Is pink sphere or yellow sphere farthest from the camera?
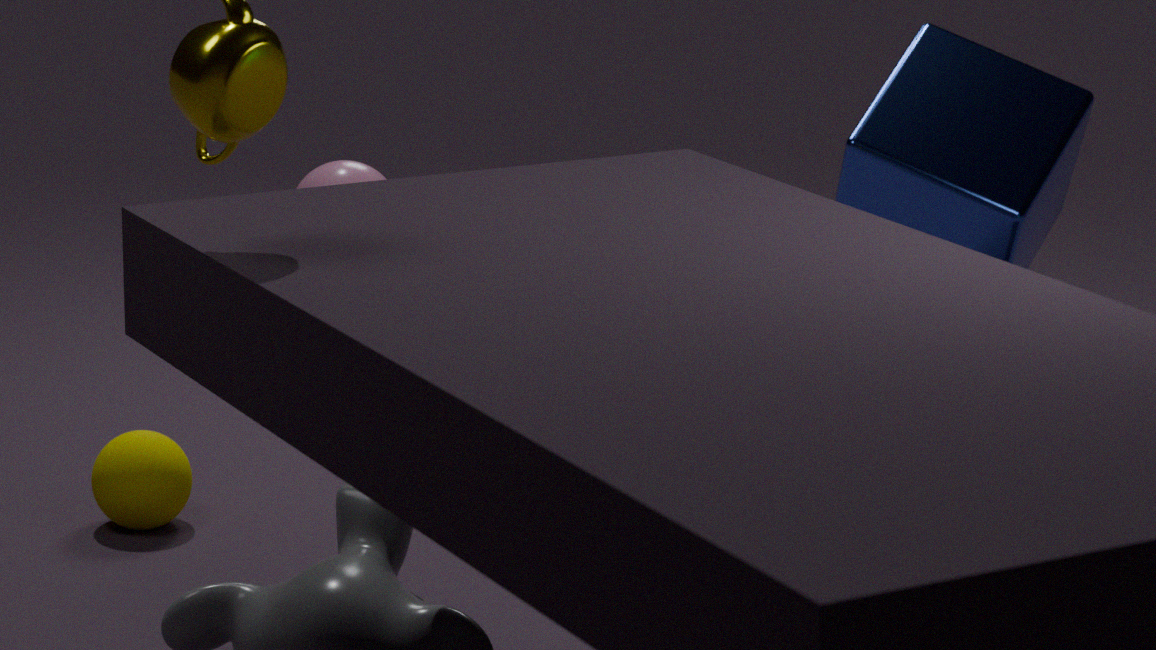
yellow sphere
